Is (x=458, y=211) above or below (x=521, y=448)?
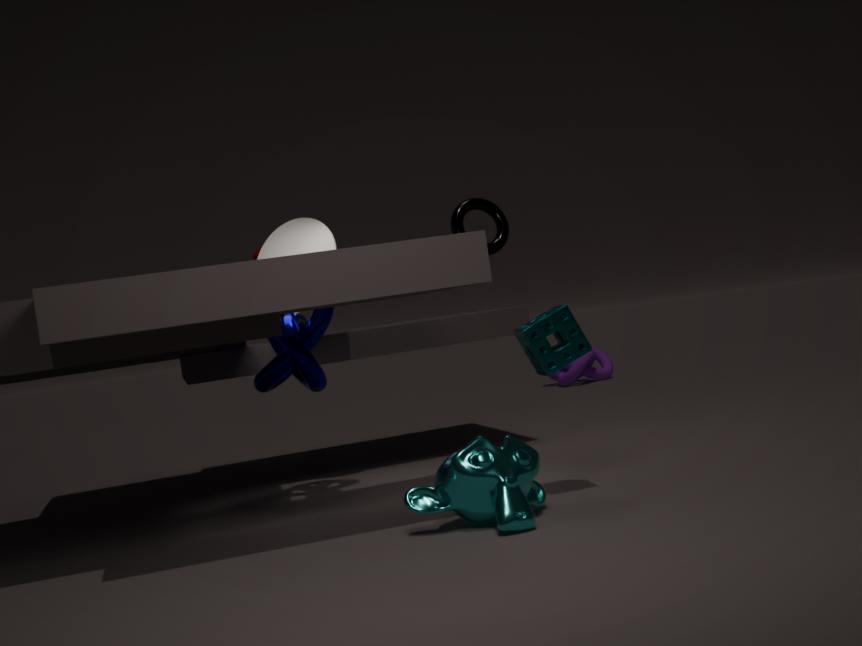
above
